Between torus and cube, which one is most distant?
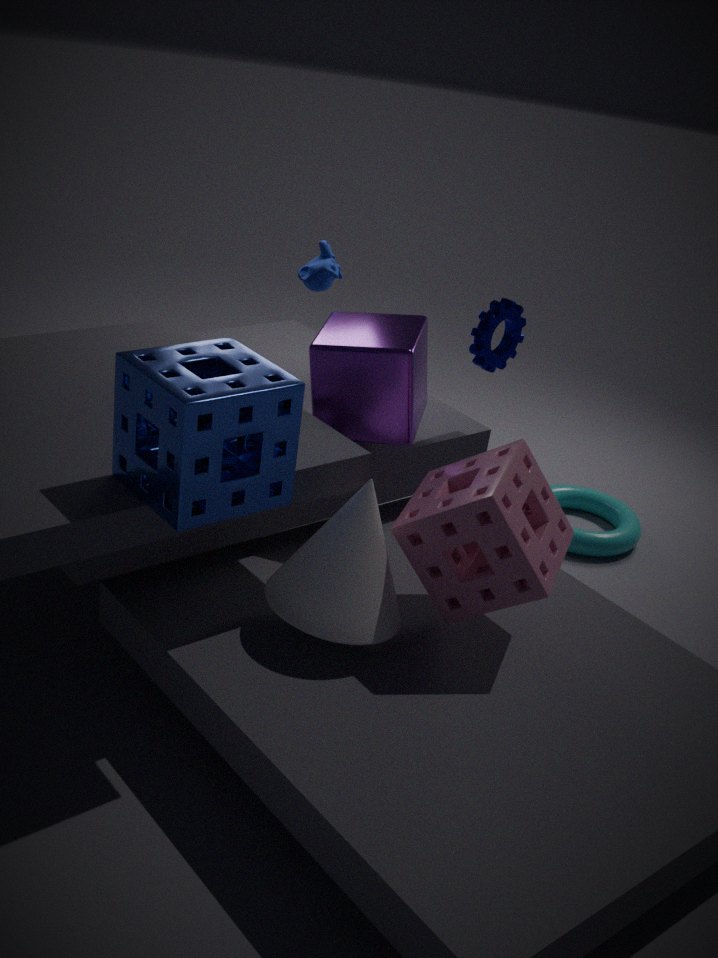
torus
